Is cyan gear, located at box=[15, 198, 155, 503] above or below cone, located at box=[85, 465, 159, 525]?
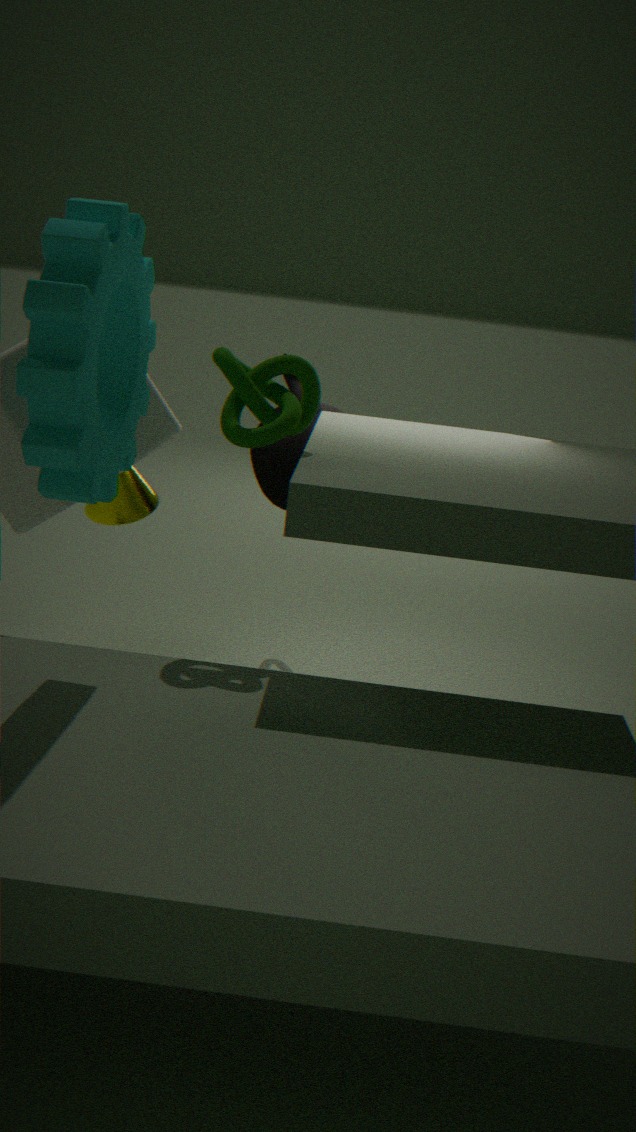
above
